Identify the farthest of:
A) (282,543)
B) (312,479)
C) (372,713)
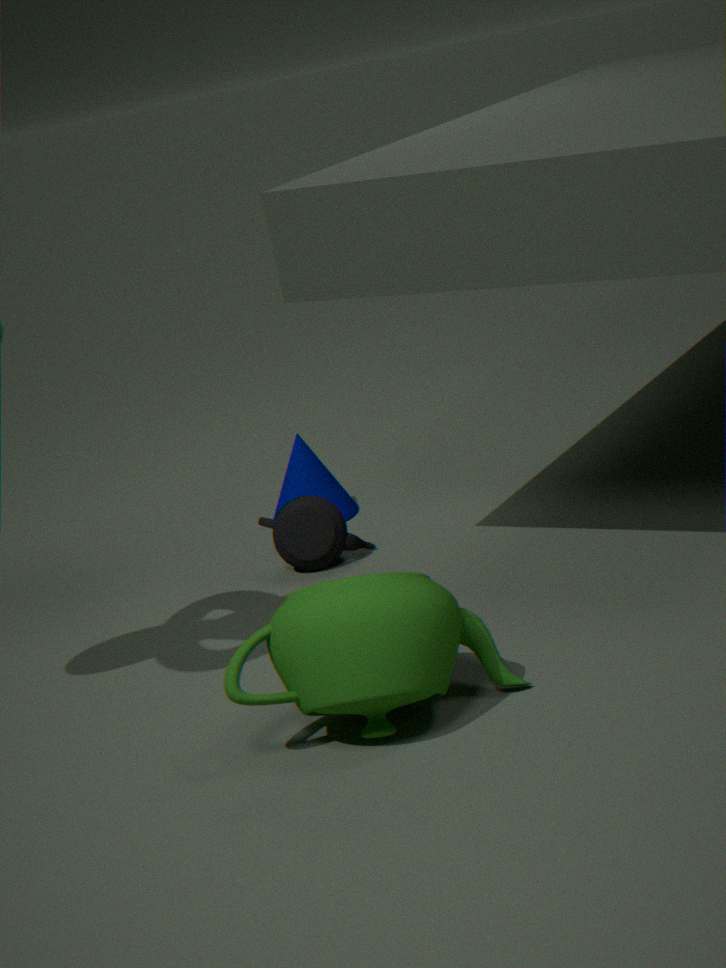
(312,479)
